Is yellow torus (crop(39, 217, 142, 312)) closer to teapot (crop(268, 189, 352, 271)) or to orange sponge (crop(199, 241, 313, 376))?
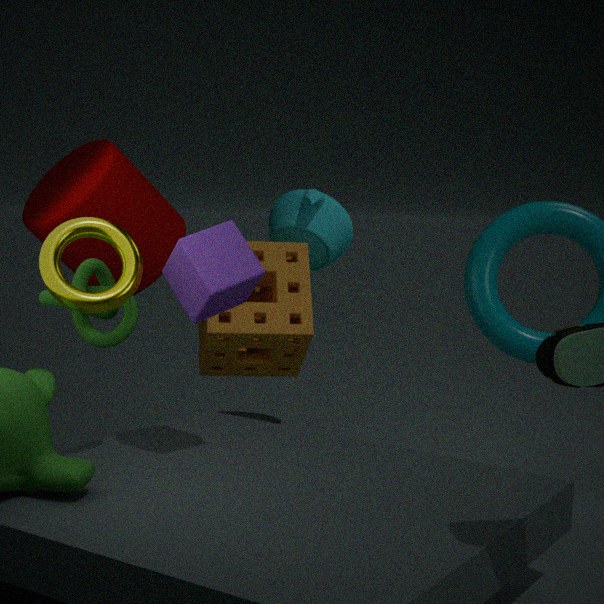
orange sponge (crop(199, 241, 313, 376))
